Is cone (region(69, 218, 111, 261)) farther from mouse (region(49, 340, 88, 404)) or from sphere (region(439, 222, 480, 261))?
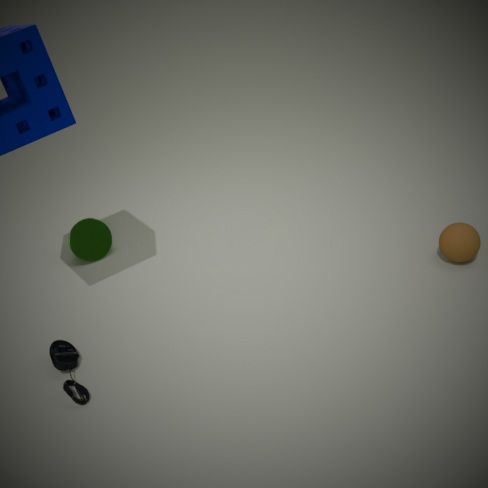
sphere (region(439, 222, 480, 261))
